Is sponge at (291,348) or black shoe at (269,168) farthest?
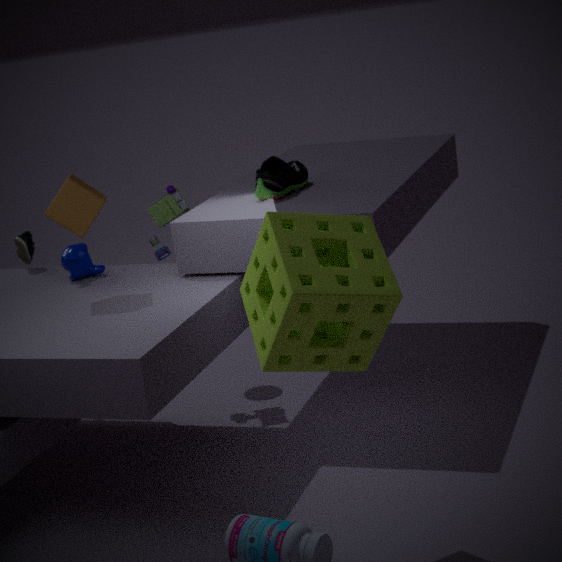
black shoe at (269,168)
